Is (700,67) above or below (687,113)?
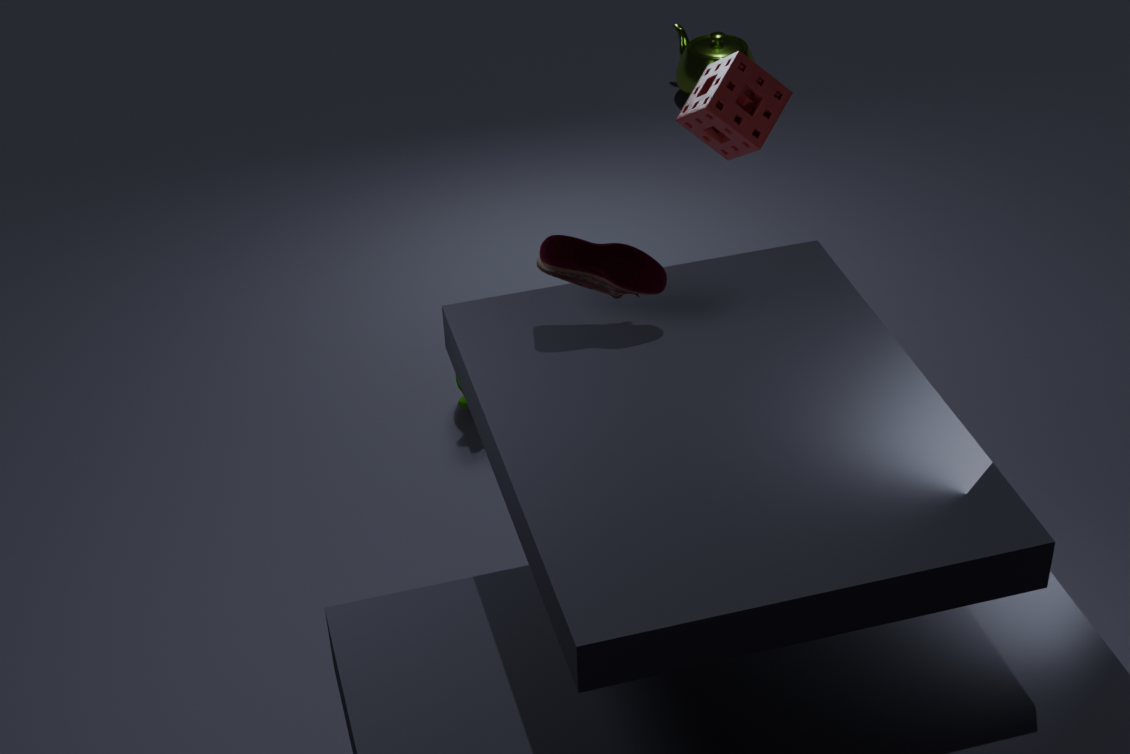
below
